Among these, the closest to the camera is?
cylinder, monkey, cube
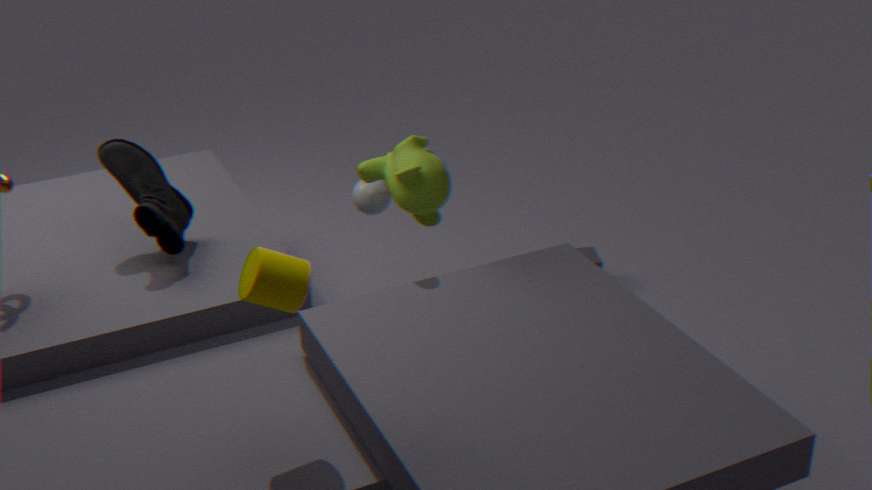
cylinder
